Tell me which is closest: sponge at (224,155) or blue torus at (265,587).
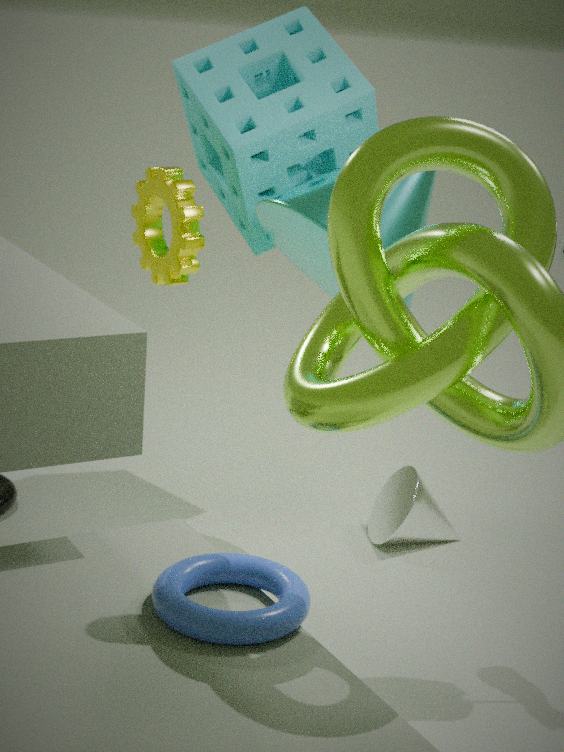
blue torus at (265,587)
